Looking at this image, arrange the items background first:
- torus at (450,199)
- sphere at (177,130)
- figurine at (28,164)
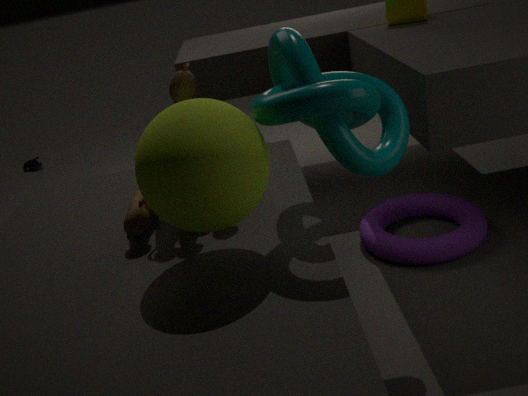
1. figurine at (28,164)
2. torus at (450,199)
3. sphere at (177,130)
